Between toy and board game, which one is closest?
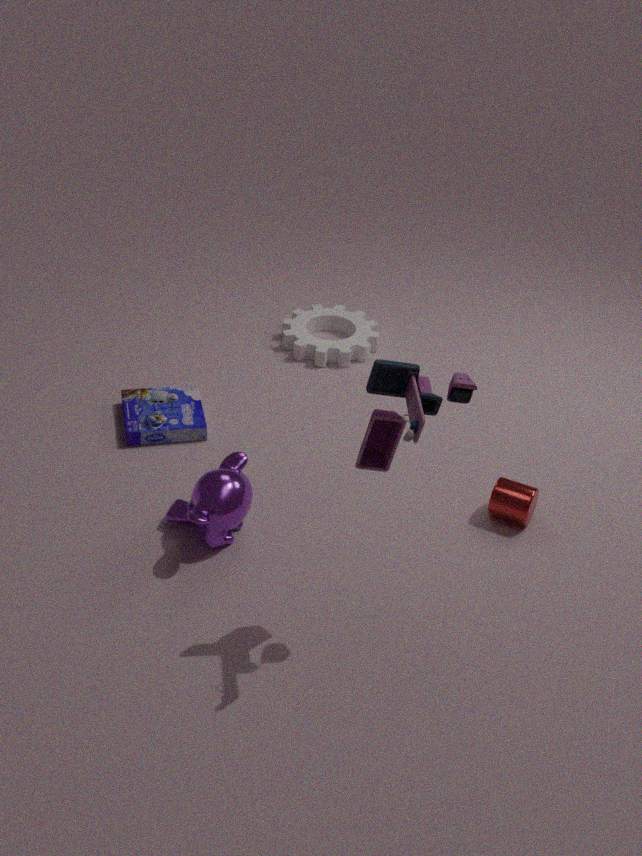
toy
